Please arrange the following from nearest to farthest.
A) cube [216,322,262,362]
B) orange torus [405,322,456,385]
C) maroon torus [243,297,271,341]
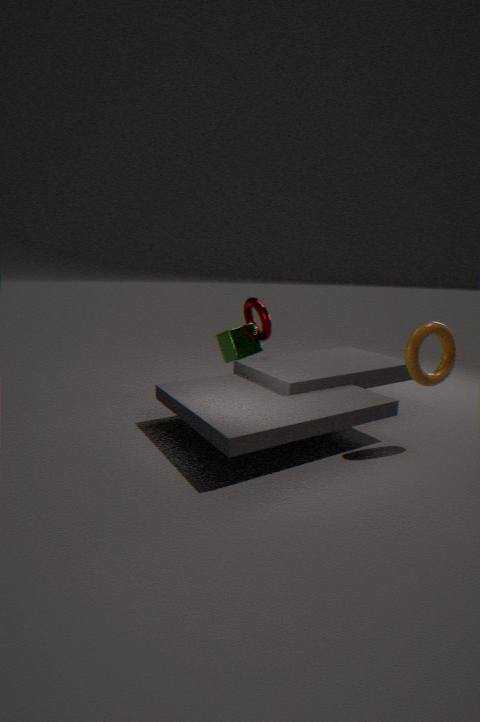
orange torus [405,322,456,385] → maroon torus [243,297,271,341] → cube [216,322,262,362]
